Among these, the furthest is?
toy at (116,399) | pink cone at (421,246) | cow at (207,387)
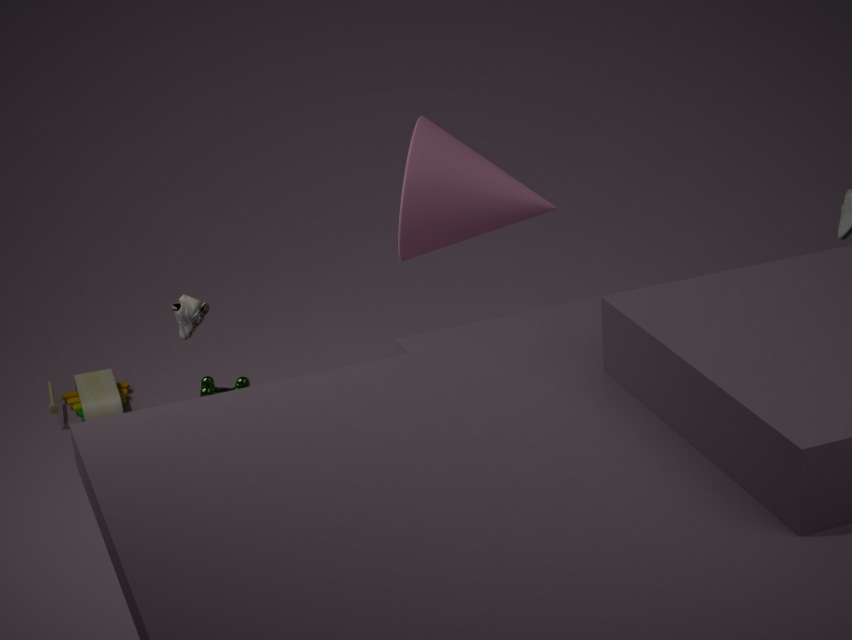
toy at (116,399)
